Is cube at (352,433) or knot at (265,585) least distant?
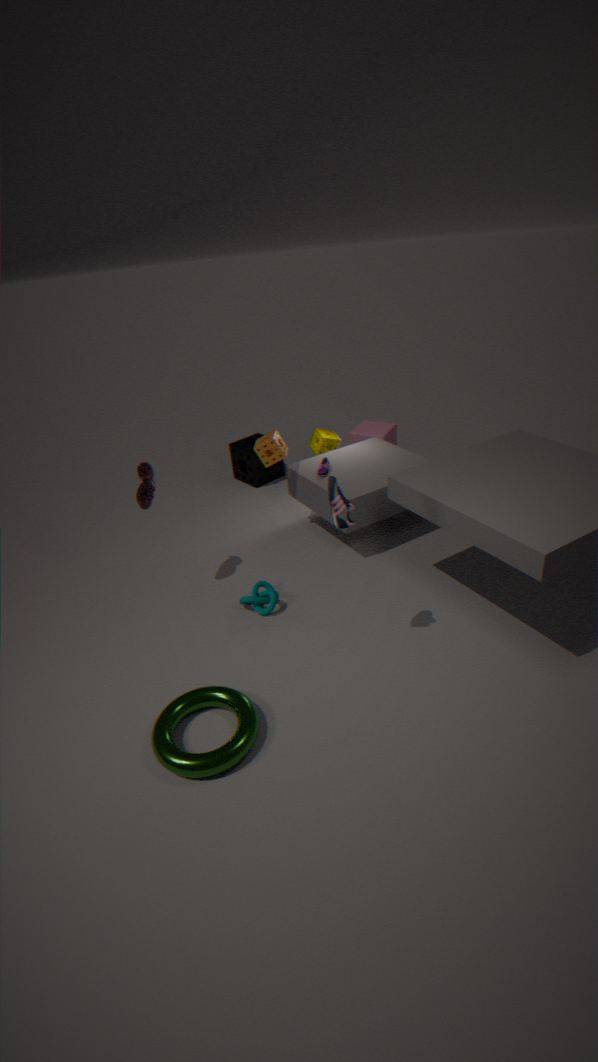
knot at (265,585)
